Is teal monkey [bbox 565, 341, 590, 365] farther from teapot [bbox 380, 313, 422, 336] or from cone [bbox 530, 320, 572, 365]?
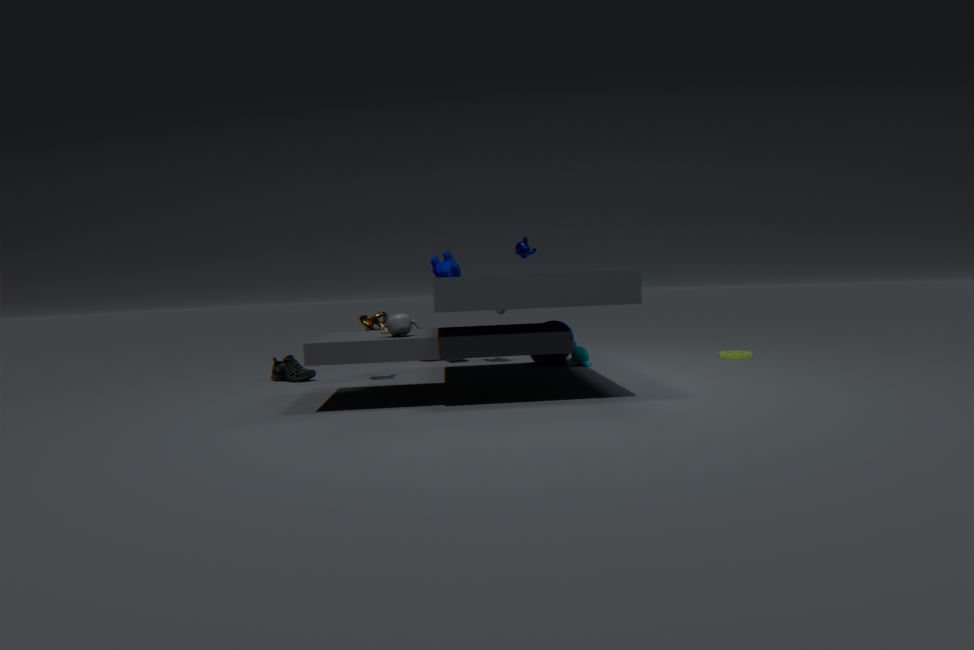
teapot [bbox 380, 313, 422, 336]
